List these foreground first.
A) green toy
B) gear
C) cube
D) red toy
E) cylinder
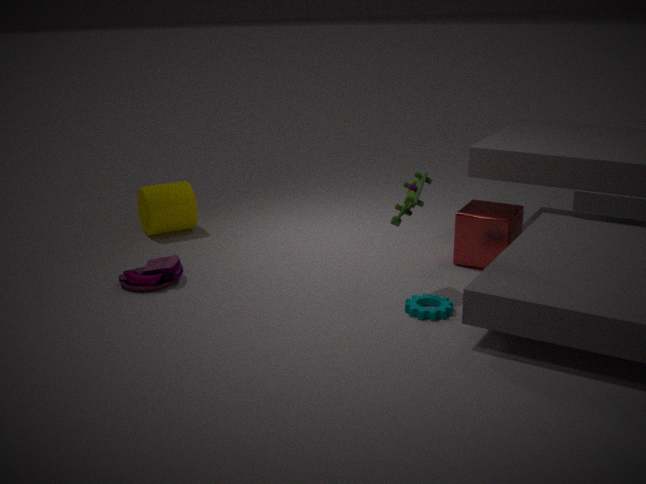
gear
green toy
red toy
cube
cylinder
